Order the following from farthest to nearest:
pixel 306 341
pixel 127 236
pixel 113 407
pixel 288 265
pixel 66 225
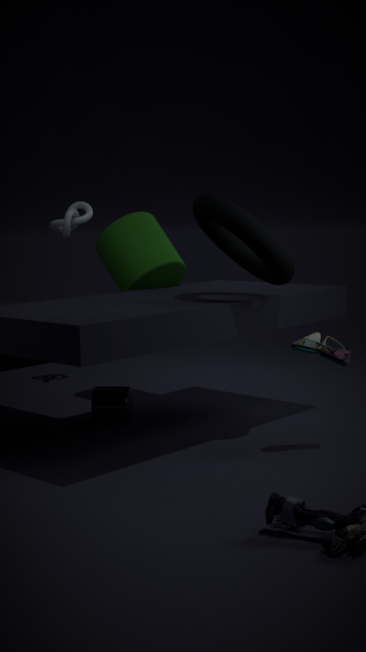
pixel 66 225 → pixel 127 236 → pixel 113 407 → pixel 288 265 → pixel 306 341
